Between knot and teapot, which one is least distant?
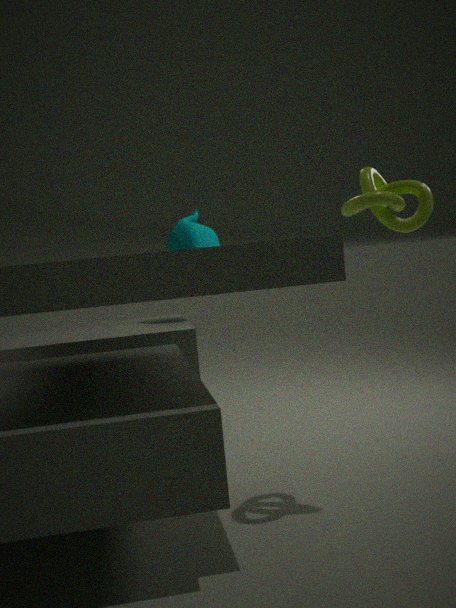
knot
